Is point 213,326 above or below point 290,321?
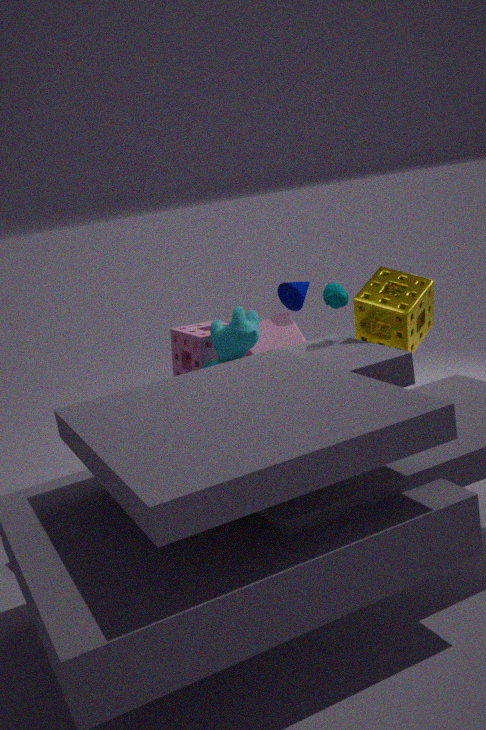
above
